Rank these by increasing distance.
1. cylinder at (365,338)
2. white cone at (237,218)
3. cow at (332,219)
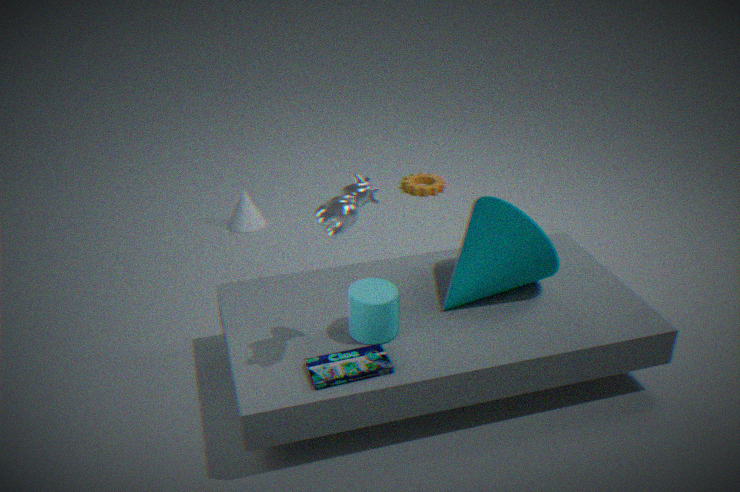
cow at (332,219), cylinder at (365,338), white cone at (237,218)
